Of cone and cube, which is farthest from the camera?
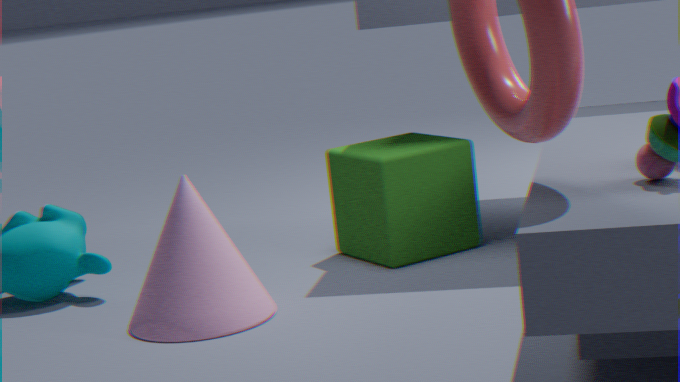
cube
